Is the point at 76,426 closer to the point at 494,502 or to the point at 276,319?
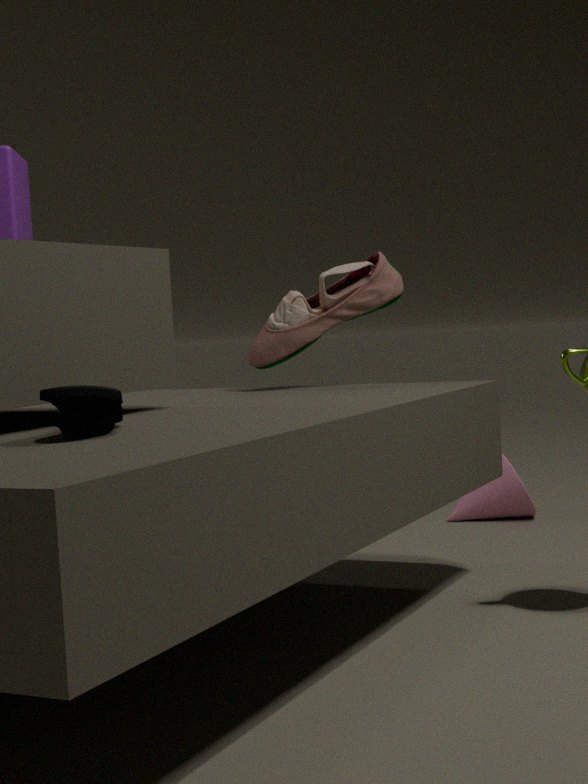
the point at 276,319
